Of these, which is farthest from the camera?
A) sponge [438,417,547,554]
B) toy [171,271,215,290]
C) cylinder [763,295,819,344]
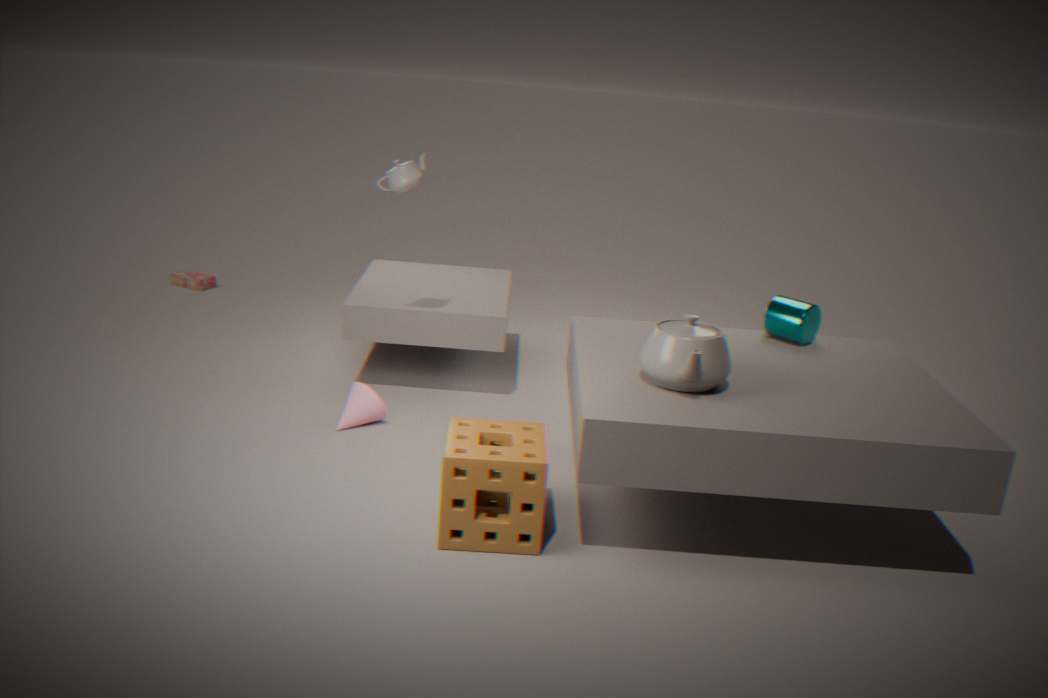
toy [171,271,215,290]
